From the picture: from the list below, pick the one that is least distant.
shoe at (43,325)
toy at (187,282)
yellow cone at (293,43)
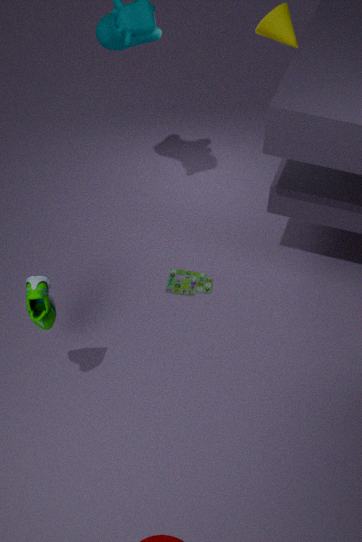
shoe at (43,325)
